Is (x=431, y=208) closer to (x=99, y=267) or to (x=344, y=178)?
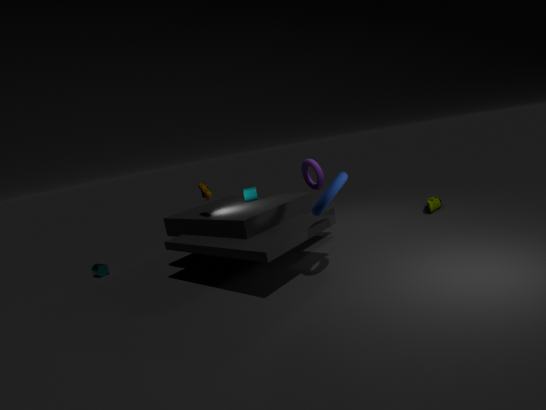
(x=344, y=178)
